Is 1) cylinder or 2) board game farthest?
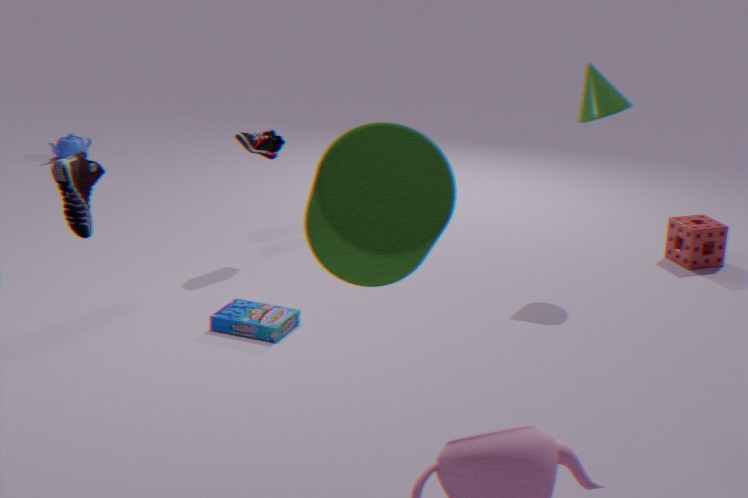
2. board game
